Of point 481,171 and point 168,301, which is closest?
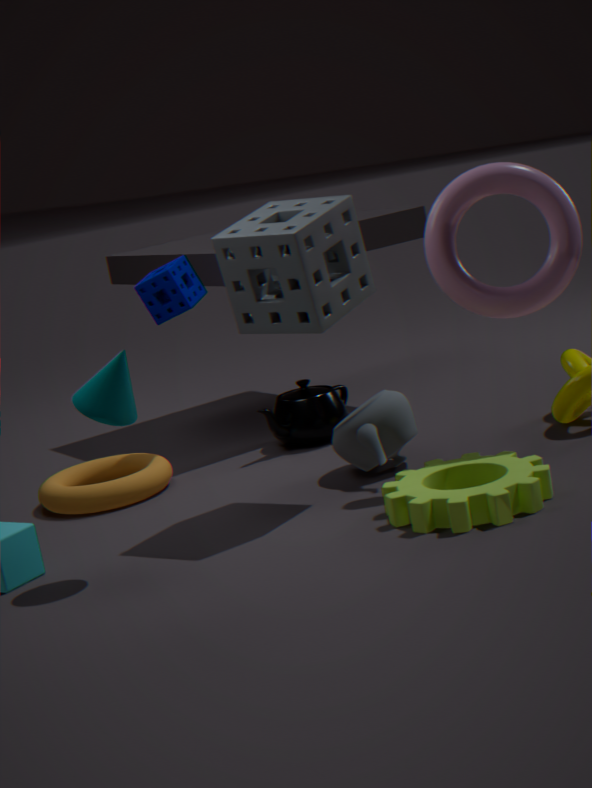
point 481,171
